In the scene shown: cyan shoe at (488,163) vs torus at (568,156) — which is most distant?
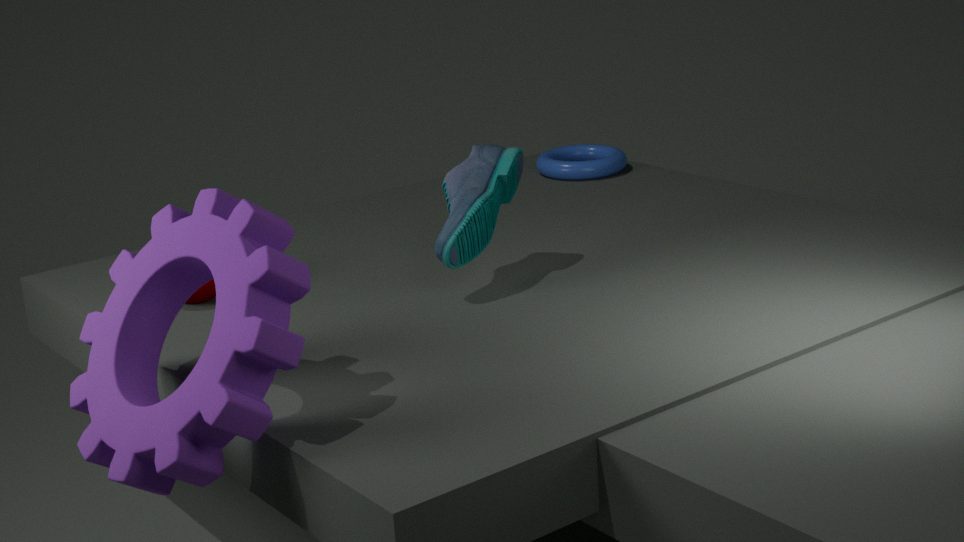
torus at (568,156)
